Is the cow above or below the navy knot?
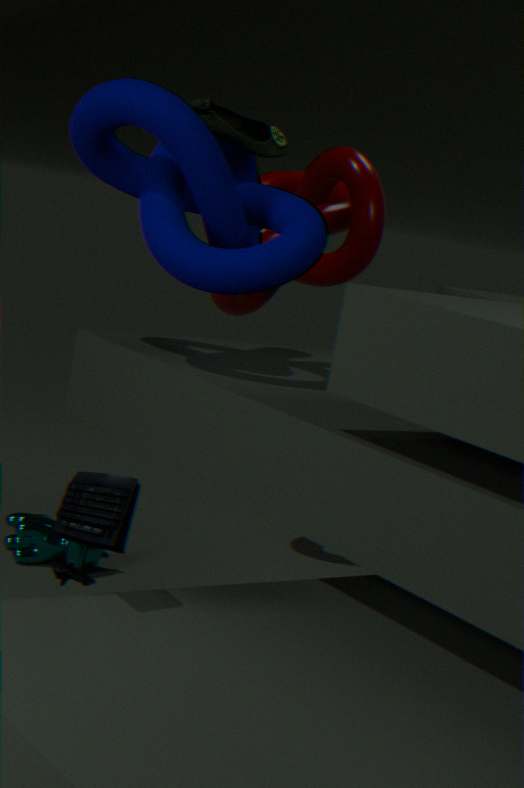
below
